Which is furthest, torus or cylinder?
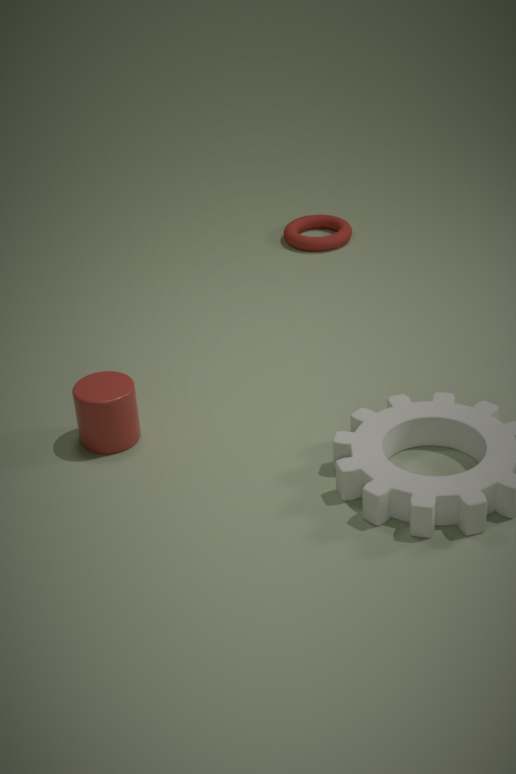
torus
